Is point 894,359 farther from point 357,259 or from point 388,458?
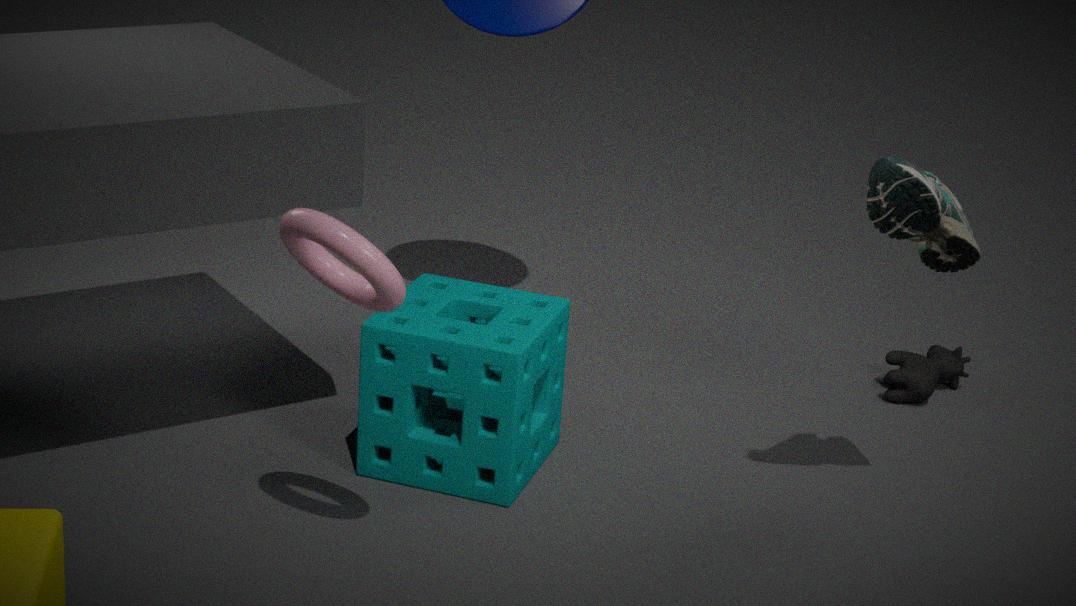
point 357,259
